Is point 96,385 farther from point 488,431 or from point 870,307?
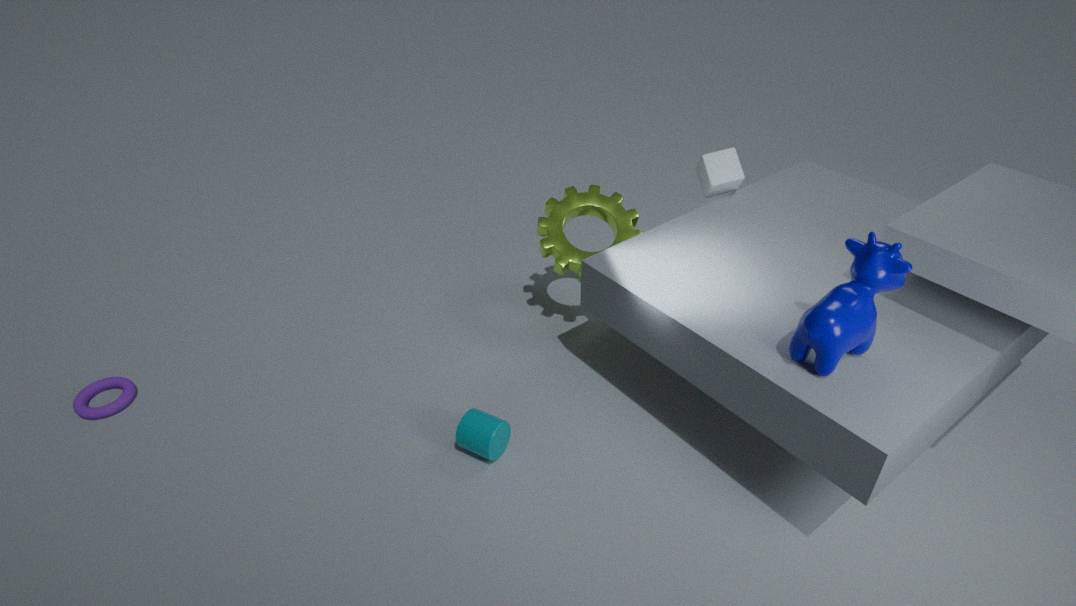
point 870,307
